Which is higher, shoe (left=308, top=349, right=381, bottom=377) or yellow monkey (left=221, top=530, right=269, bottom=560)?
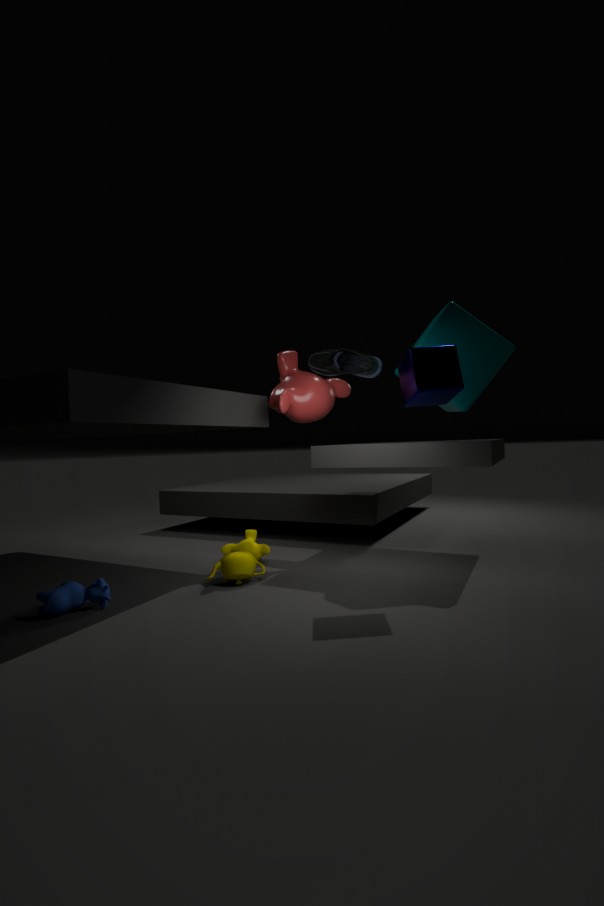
shoe (left=308, top=349, right=381, bottom=377)
